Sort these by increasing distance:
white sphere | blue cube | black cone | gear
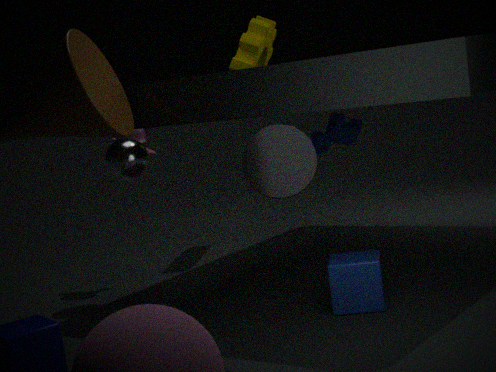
black cone
blue cube
white sphere
gear
